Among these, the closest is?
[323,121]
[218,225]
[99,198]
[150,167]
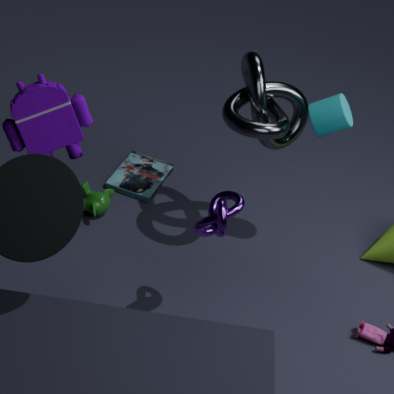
[218,225]
